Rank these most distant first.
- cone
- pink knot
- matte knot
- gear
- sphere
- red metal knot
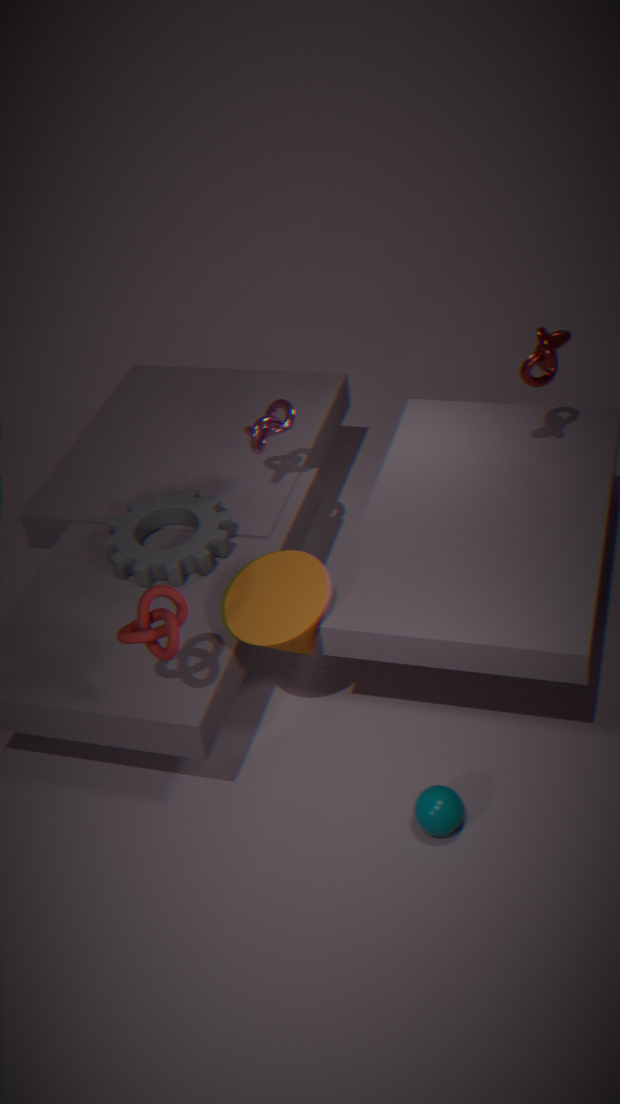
pink knot → gear → red metal knot → cone → sphere → matte knot
